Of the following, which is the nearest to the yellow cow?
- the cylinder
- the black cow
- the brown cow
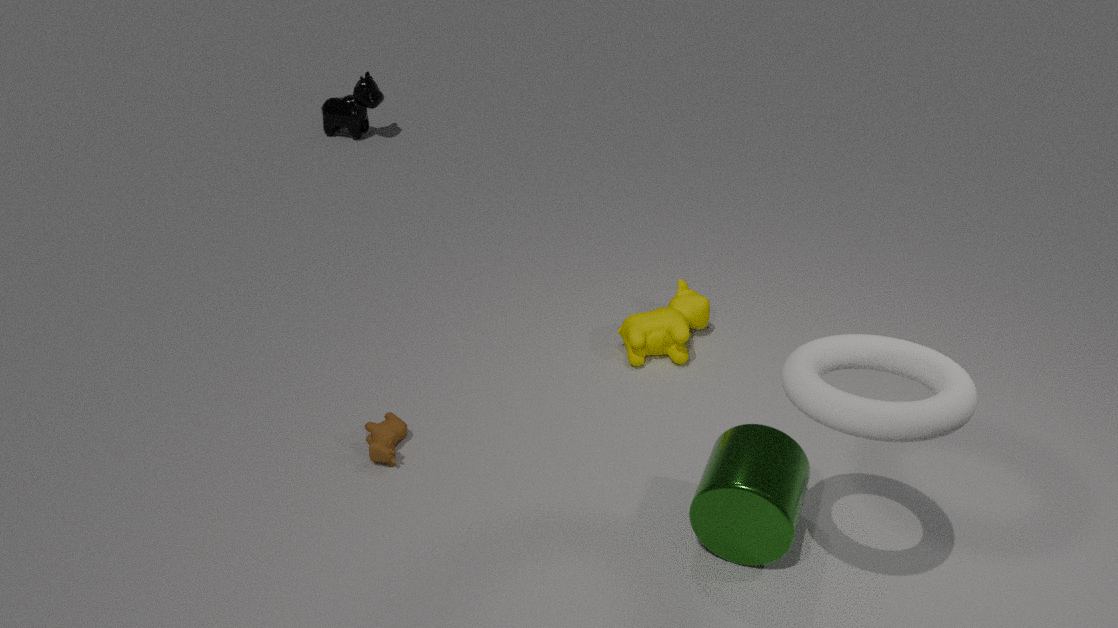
the cylinder
